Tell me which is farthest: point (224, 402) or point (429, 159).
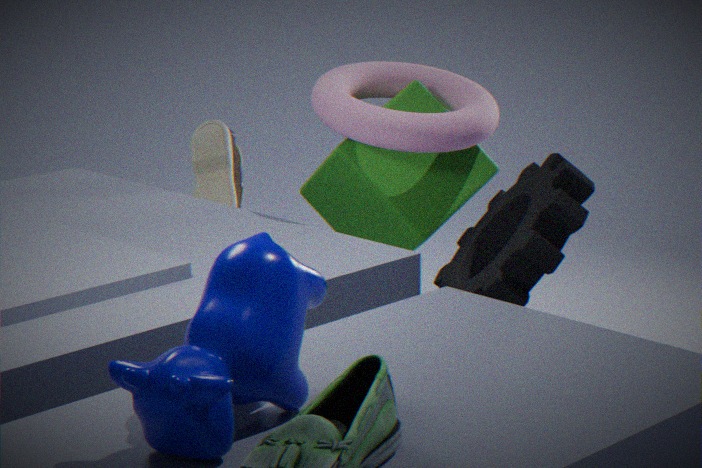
point (429, 159)
